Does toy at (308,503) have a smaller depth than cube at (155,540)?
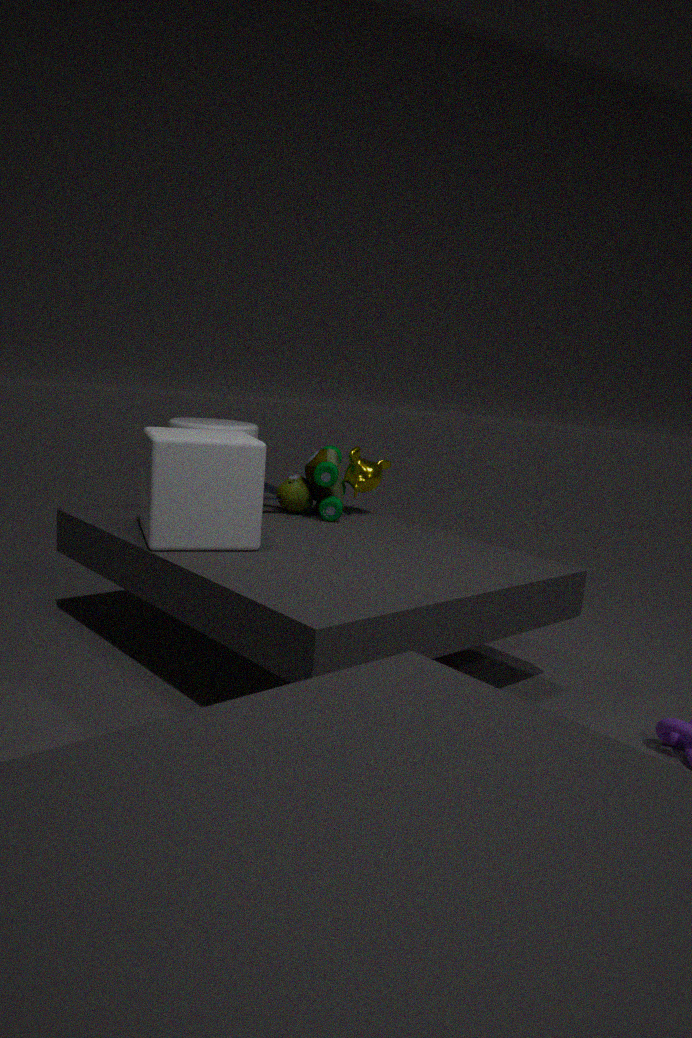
No
